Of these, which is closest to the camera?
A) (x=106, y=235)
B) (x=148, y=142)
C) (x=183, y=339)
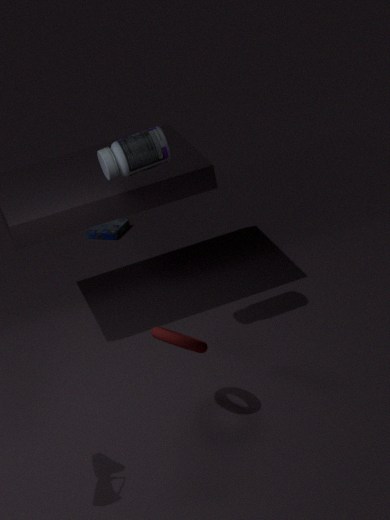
(x=183, y=339)
